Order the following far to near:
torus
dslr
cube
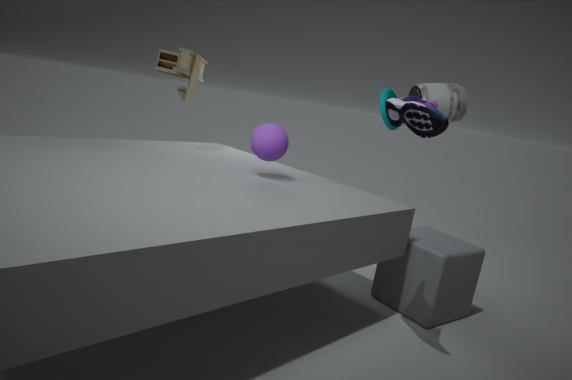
1. torus
2. dslr
3. cube
